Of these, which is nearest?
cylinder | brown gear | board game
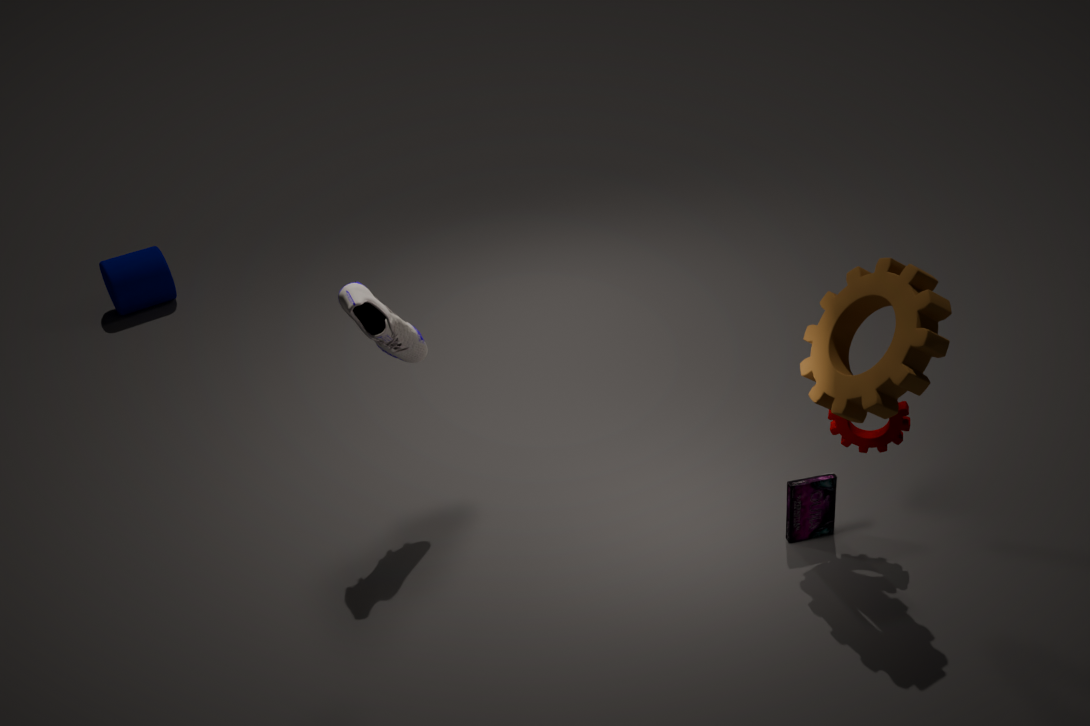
brown gear
